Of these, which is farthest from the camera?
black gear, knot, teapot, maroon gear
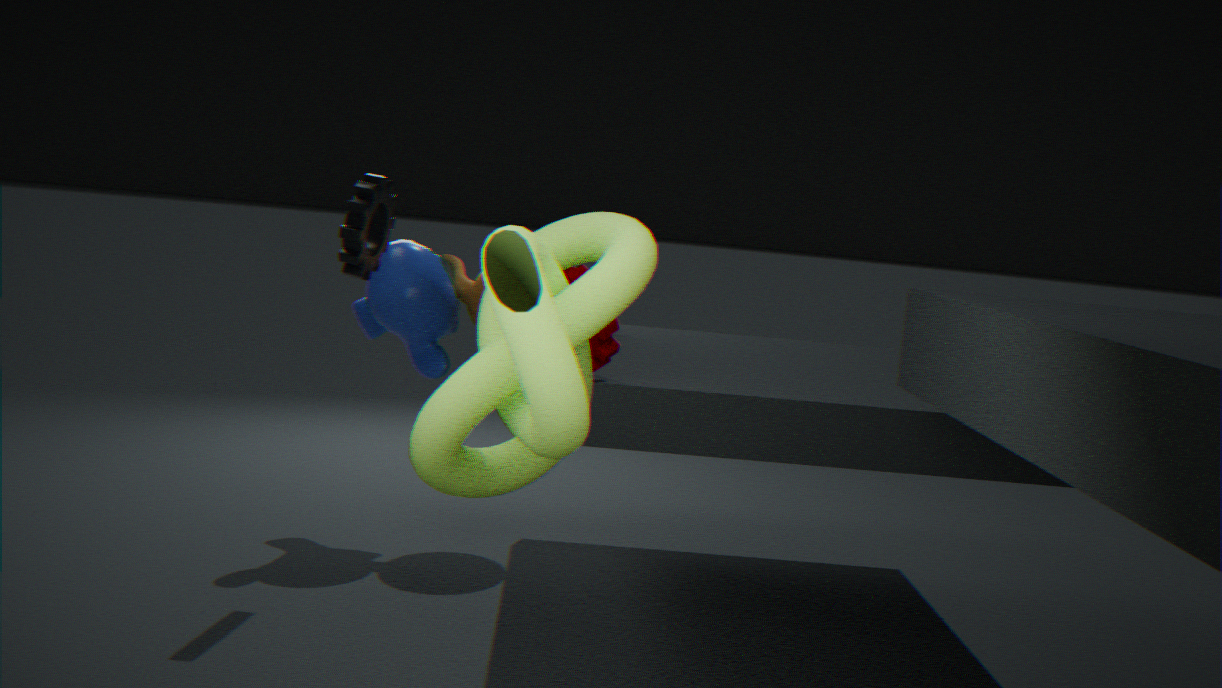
teapot
